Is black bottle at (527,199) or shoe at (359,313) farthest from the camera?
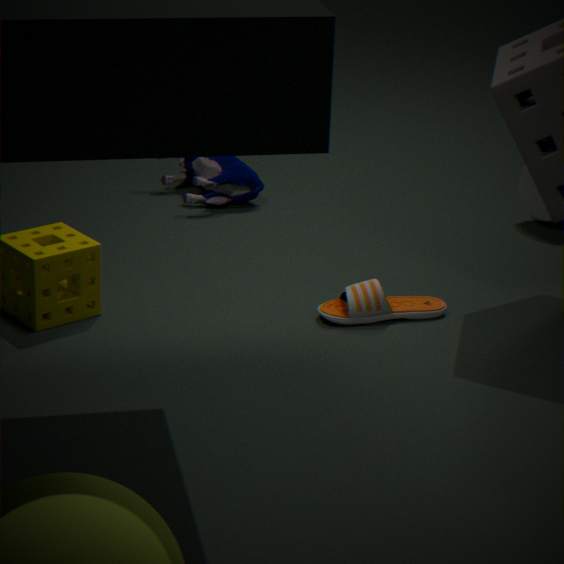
black bottle at (527,199)
